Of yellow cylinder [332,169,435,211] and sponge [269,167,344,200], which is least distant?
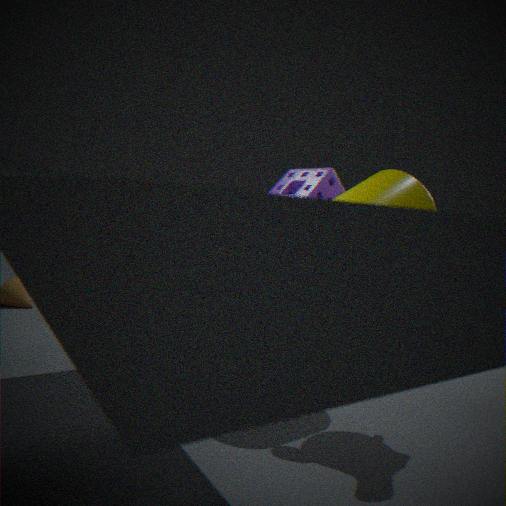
yellow cylinder [332,169,435,211]
